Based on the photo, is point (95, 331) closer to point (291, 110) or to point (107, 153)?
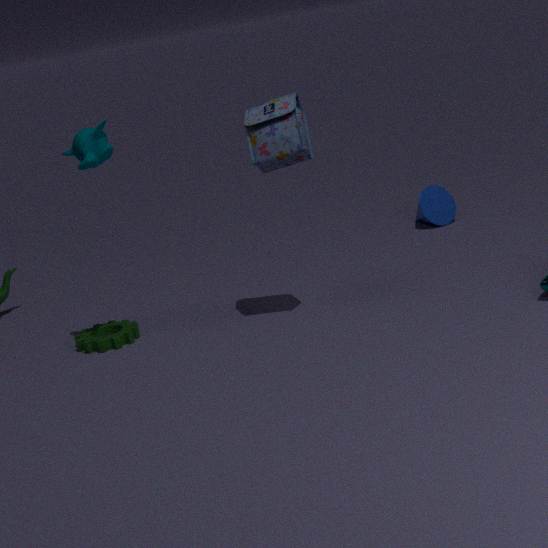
point (107, 153)
